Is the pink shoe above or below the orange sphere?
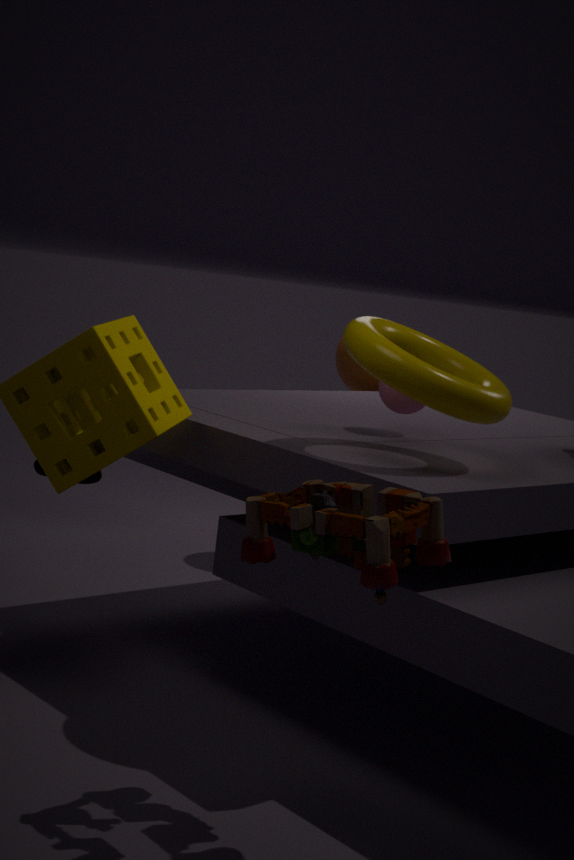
below
